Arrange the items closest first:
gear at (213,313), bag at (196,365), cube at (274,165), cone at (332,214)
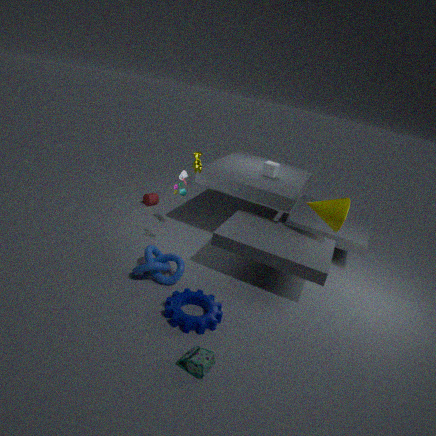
bag at (196,365) → gear at (213,313) → cone at (332,214) → cube at (274,165)
